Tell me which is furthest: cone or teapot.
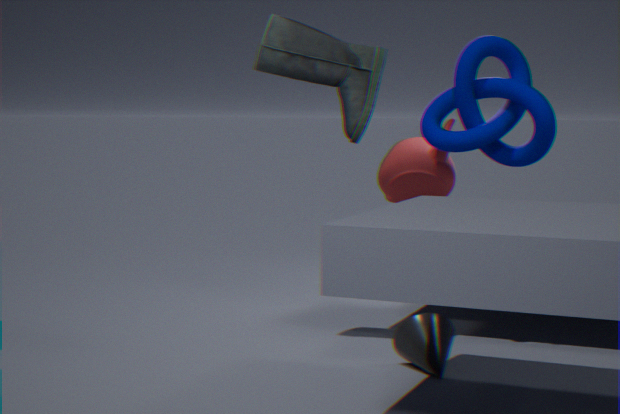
teapot
